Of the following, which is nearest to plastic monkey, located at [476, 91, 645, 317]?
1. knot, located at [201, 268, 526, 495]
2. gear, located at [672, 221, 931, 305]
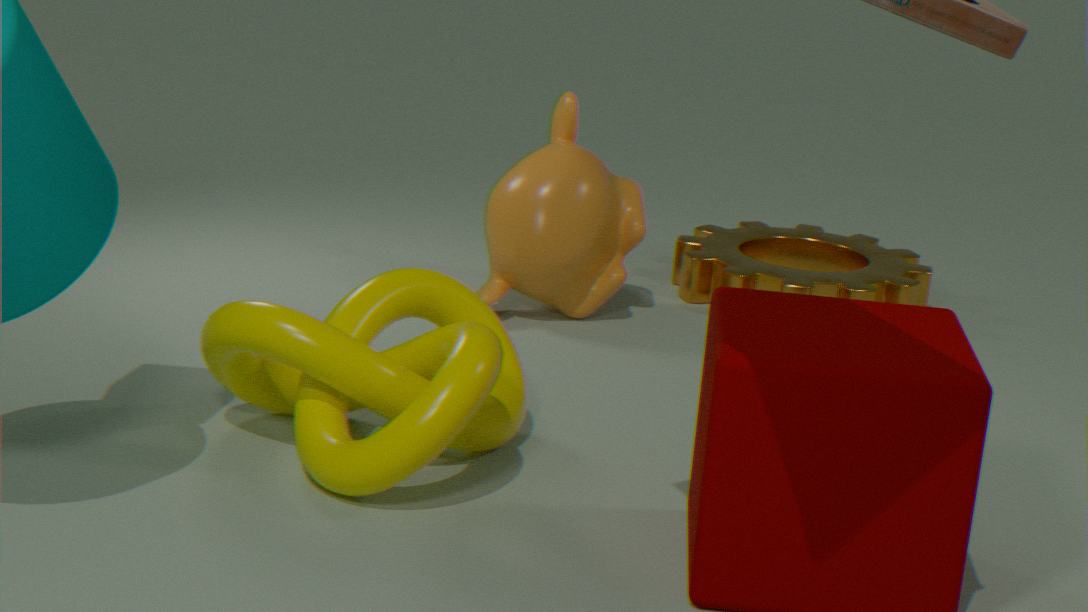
gear, located at [672, 221, 931, 305]
